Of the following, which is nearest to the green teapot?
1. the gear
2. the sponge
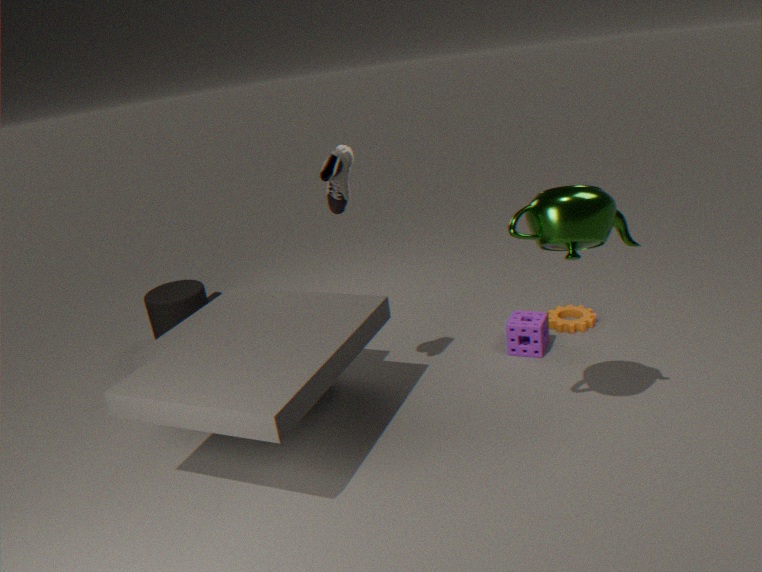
the sponge
